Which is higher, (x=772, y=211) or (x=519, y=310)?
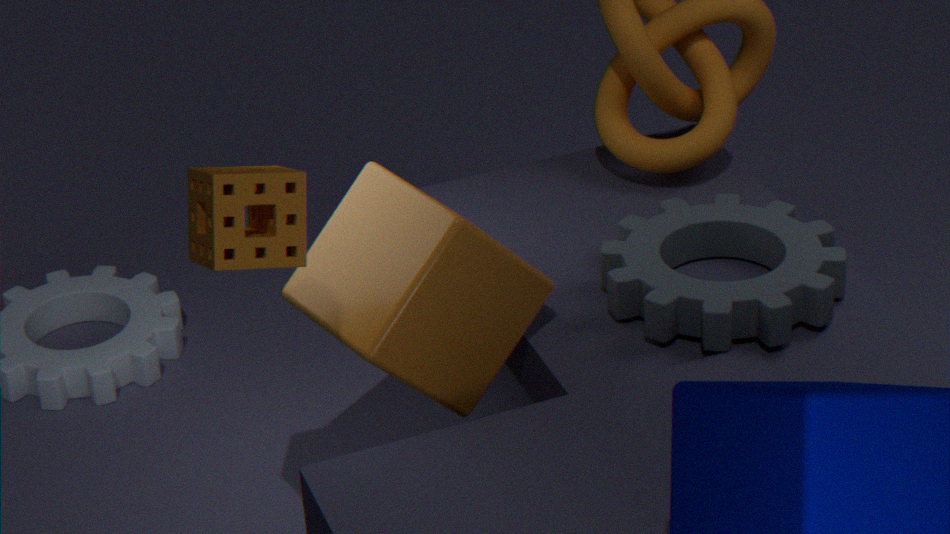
(x=519, y=310)
